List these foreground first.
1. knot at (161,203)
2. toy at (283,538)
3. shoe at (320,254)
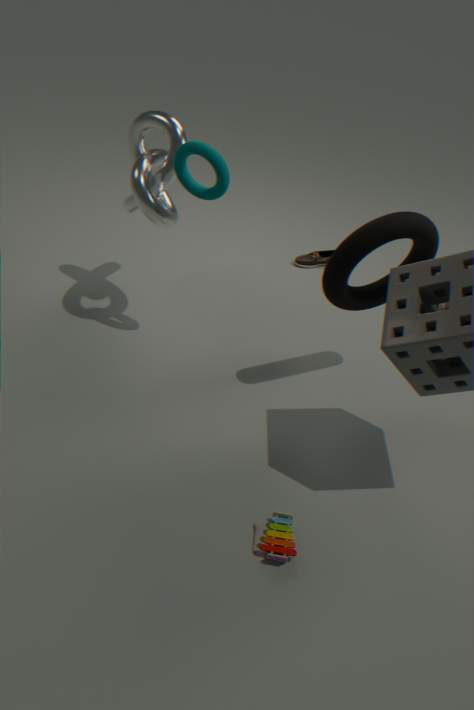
toy at (283,538), knot at (161,203), shoe at (320,254)
